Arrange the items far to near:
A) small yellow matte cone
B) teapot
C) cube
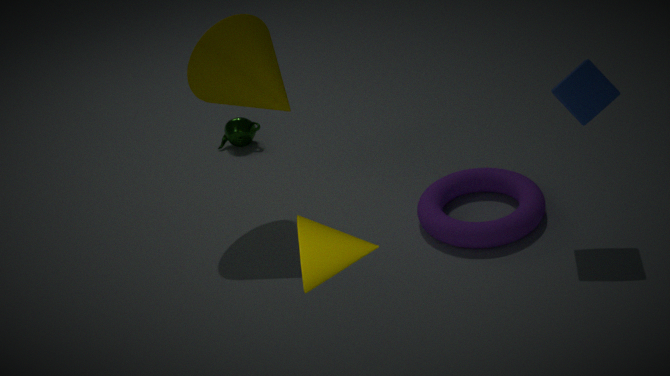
teapot → cube → small yellow matte cone
